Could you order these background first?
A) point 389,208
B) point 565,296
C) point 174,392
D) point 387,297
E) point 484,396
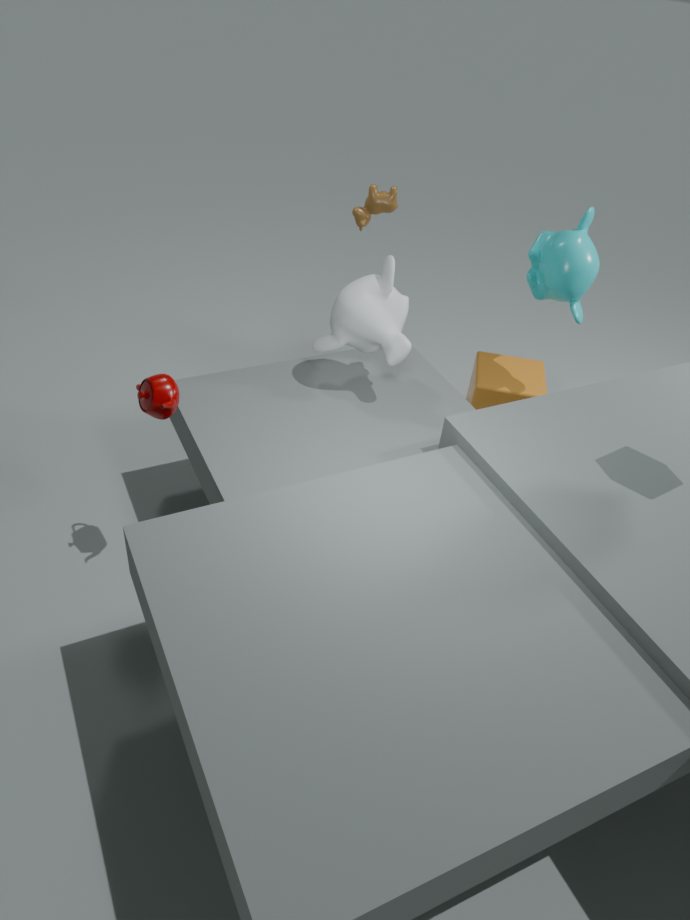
point 484,396, point 389,208, point 565,296, point 387,297, point 174,392
